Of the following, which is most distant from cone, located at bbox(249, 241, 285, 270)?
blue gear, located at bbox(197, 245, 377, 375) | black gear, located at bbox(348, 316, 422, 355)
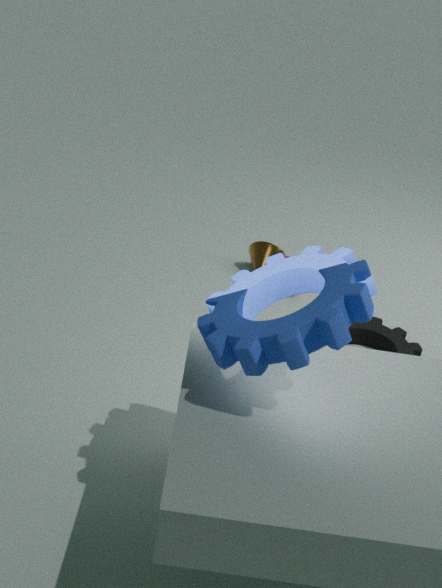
blue gear, located at bbox(197, 245, 377, 375)
